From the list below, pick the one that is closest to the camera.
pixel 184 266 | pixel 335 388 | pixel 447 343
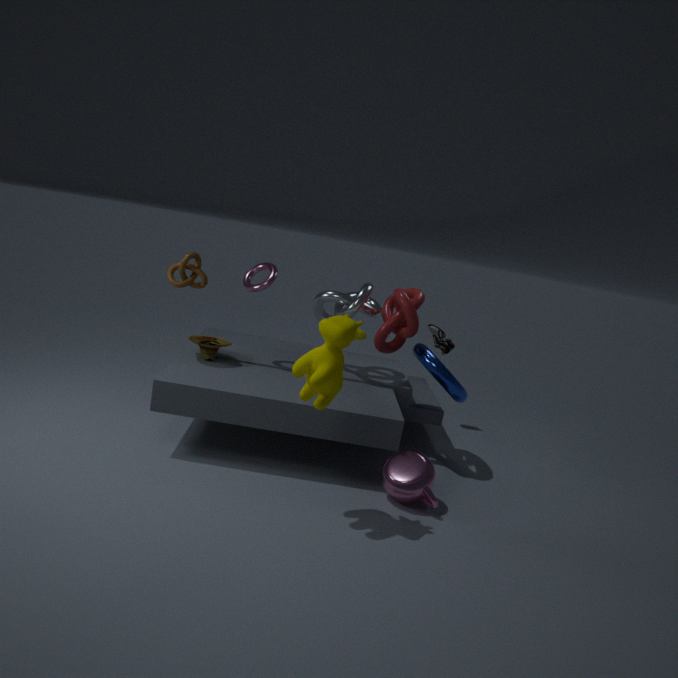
pixel 335 388
